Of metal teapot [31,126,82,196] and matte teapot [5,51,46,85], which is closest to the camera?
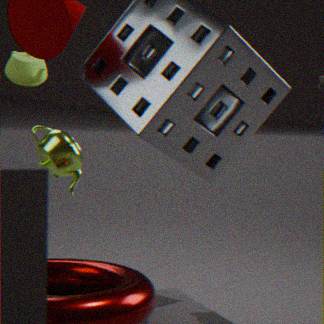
metal teapot [31,126,82,196]
